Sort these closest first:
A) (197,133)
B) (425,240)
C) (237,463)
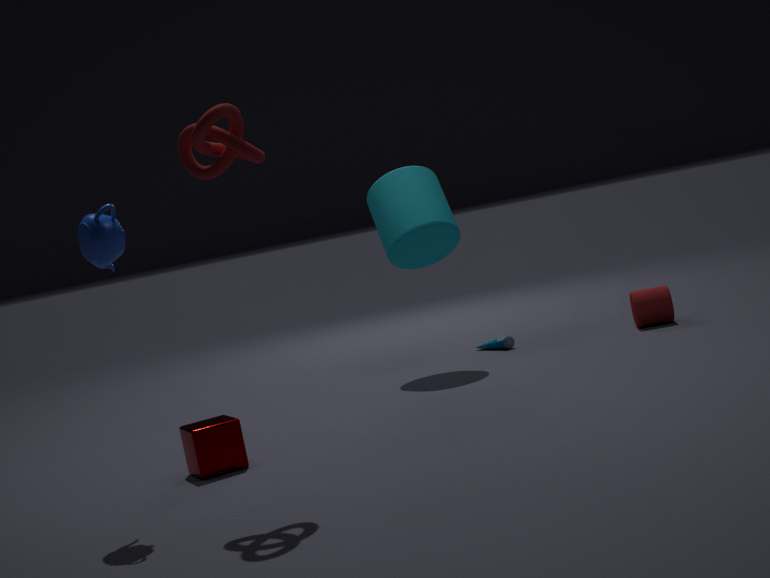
1. (197,133)
2. (237,463)
3. (425,240)
